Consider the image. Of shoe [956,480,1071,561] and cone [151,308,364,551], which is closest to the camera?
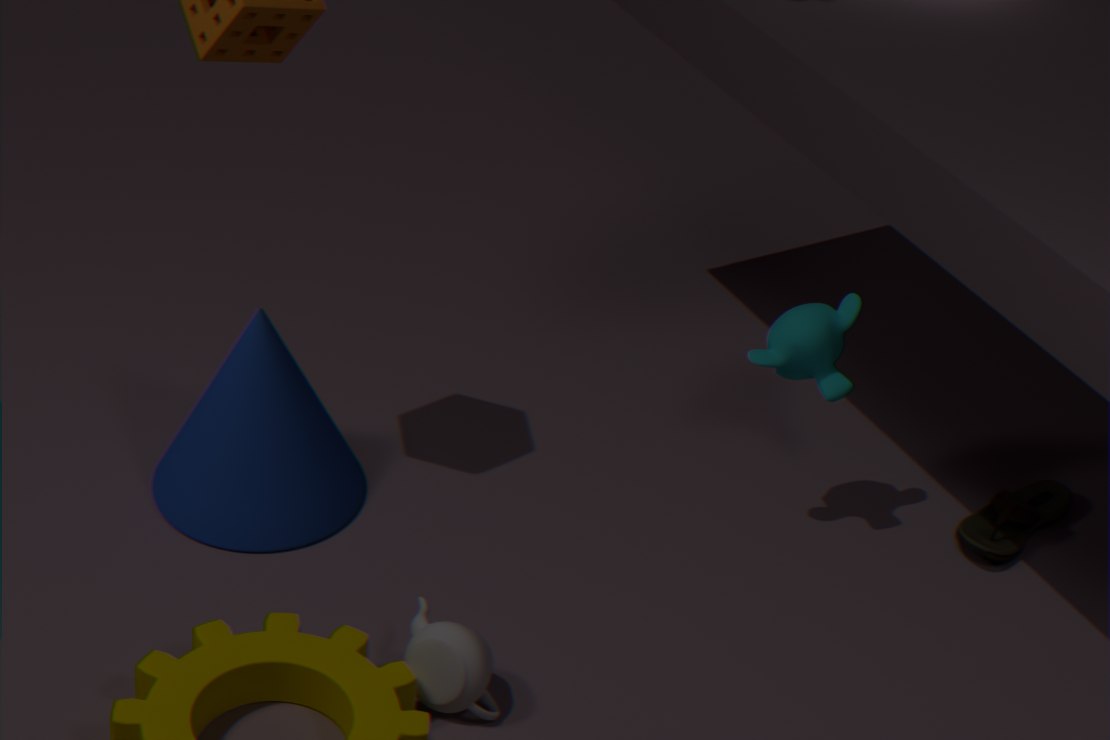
cone [151,308,364,551]
